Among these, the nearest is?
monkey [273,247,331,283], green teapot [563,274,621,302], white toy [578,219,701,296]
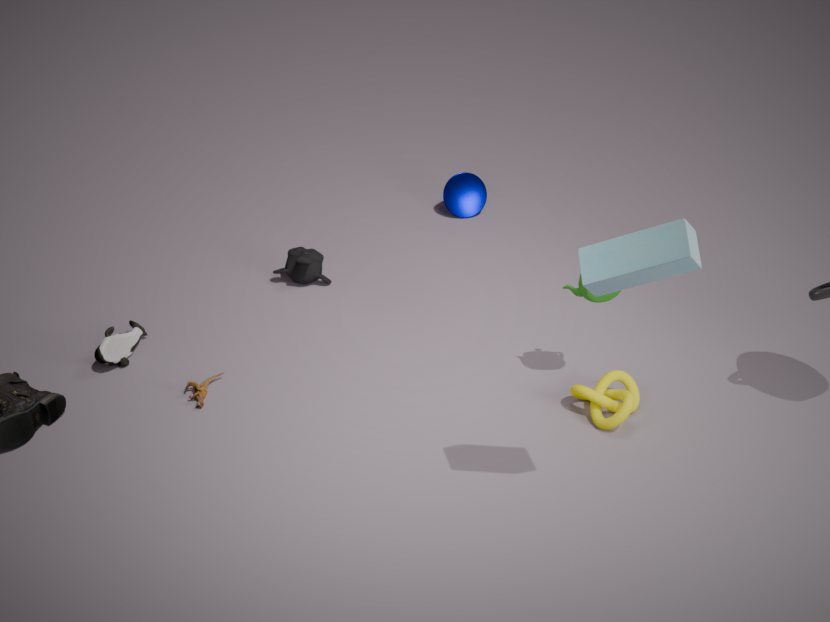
white toy [578,219,701,296]
